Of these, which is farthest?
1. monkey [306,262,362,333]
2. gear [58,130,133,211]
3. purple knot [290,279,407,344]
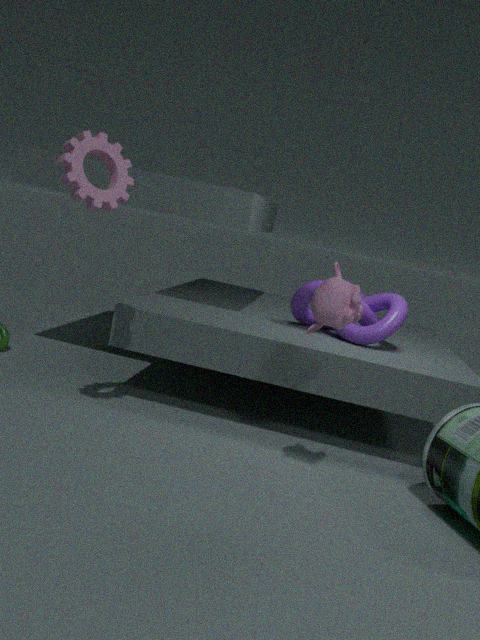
purple knot [290,279,407,344]
